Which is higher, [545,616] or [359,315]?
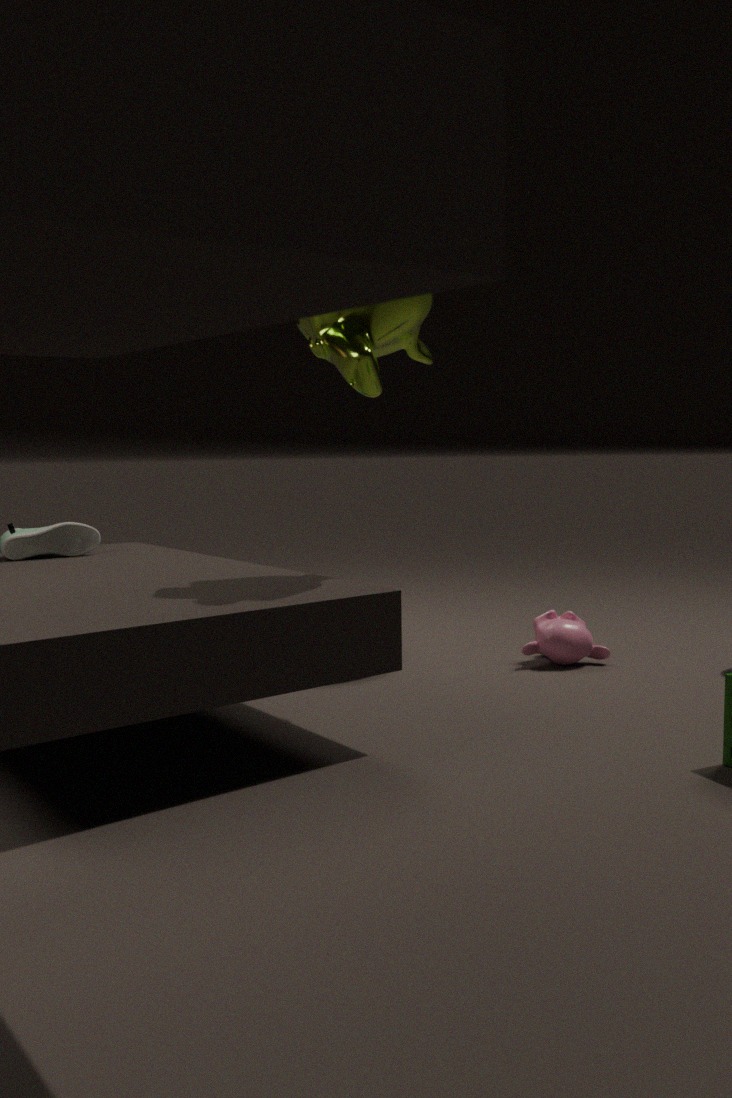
[359,315]
